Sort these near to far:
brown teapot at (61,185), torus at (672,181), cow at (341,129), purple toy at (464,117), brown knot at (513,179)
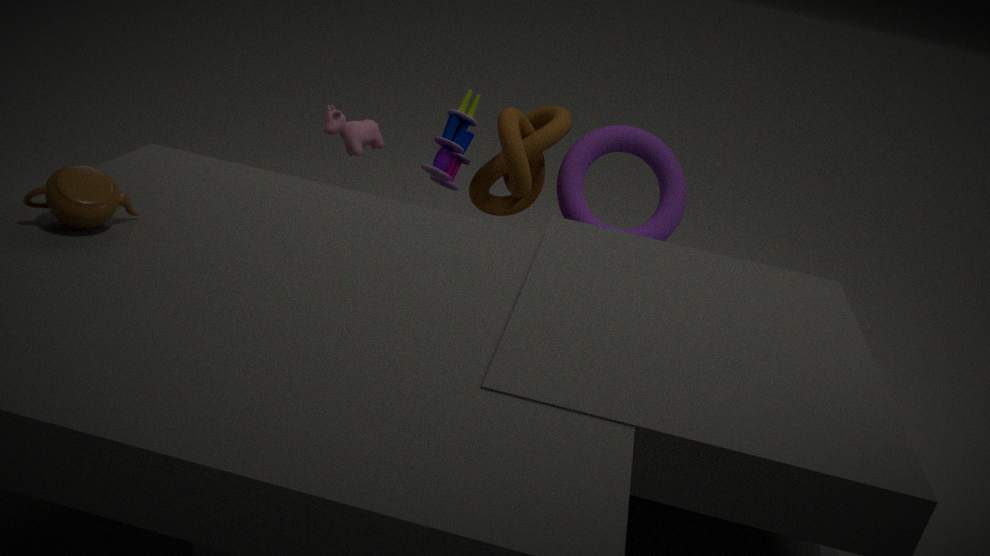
brown teapot at (61,185) → purple toy at (464,117) → brown knot at (513,179) → cow at (341,129) → torus at (672,181)
